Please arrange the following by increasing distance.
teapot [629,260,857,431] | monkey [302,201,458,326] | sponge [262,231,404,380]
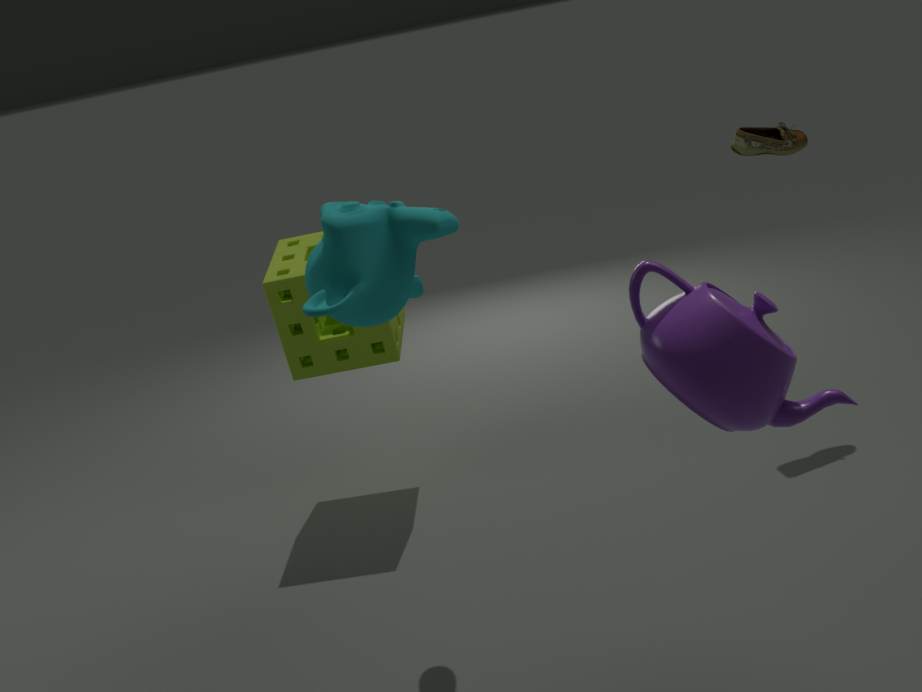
teapot [629,260,857,431], monkey [302,201,458,326], sponge [262,231,404,380]
